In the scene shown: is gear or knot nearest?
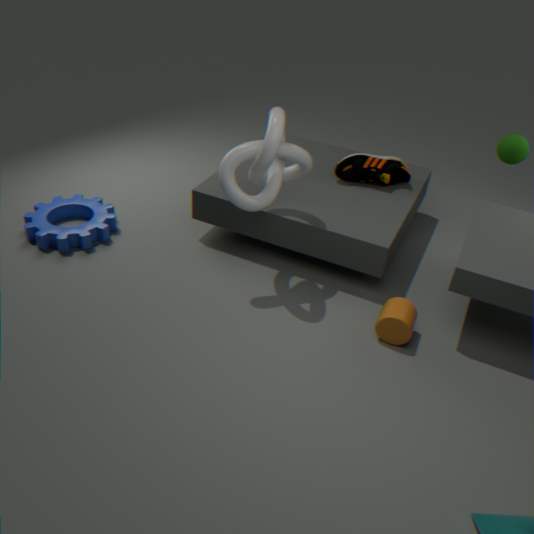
knot
